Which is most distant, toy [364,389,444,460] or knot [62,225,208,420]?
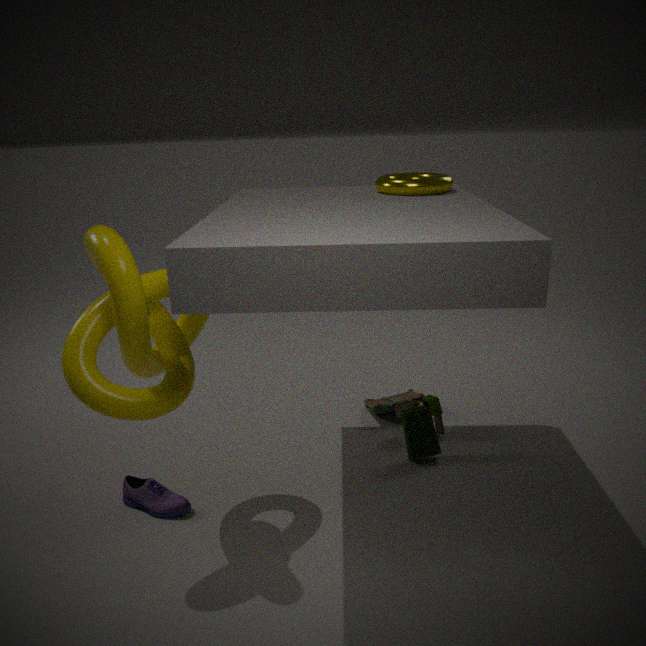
toy [364,389,444,460]
